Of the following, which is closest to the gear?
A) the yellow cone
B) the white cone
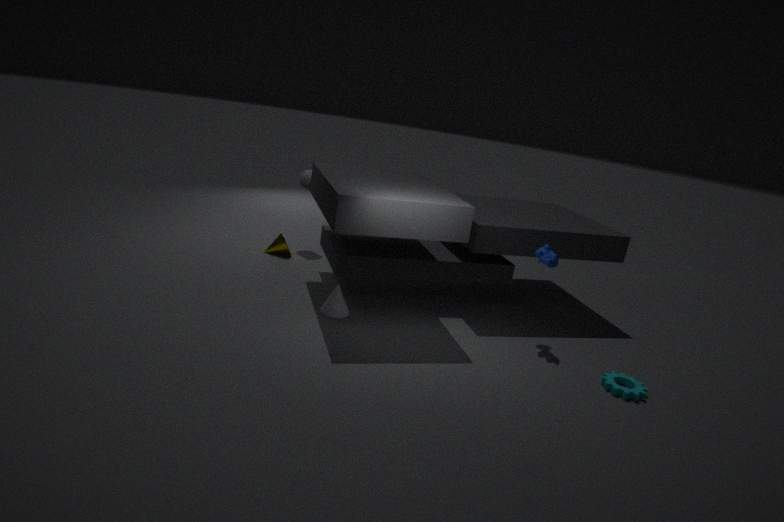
the white cone
